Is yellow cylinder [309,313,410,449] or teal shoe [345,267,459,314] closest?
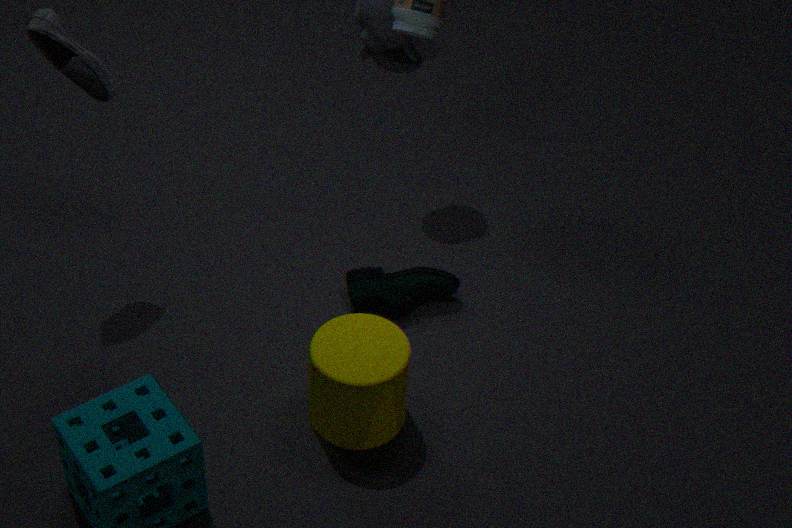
yellow cylinder [309,313,410,449]
